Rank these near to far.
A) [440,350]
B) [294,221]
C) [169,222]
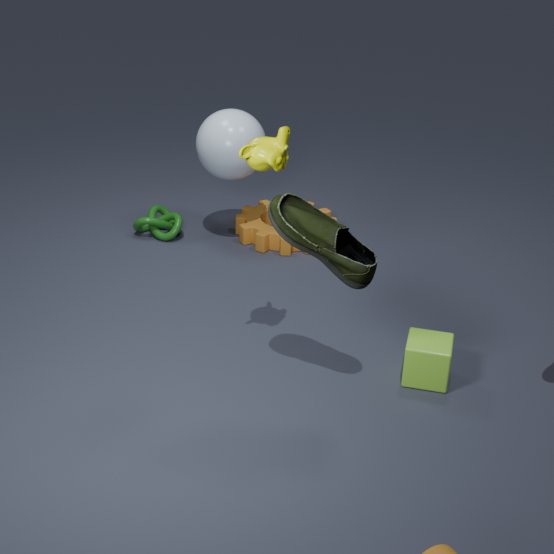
1. [294,221]
2. [440,350]
3. [169,222]
